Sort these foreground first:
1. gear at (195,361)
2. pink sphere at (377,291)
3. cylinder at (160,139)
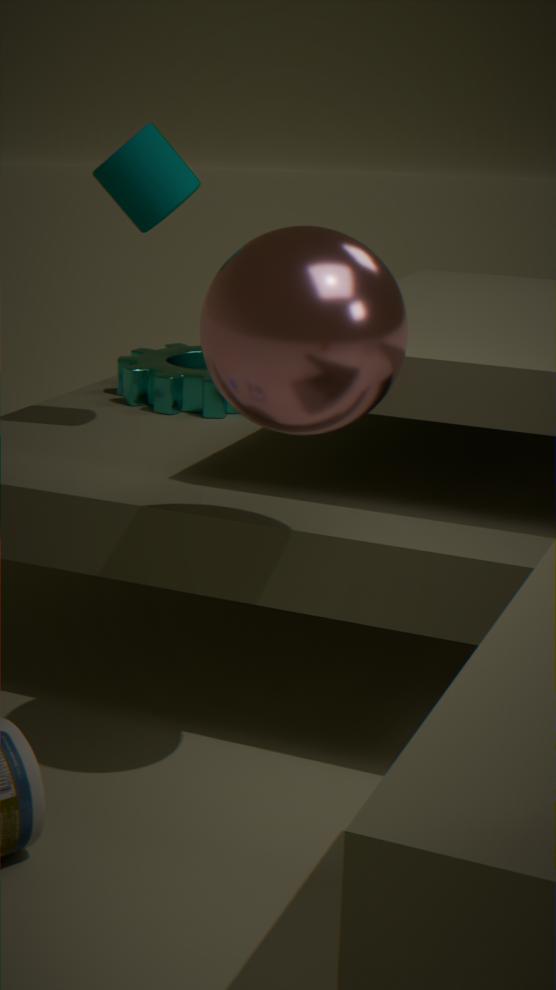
pink sphere at (377,291), cylinder at (160,139), gear at (195,361)
